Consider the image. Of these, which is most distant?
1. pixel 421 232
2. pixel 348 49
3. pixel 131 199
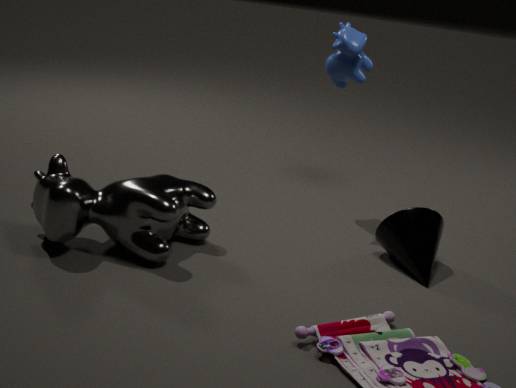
pixel 348 49
